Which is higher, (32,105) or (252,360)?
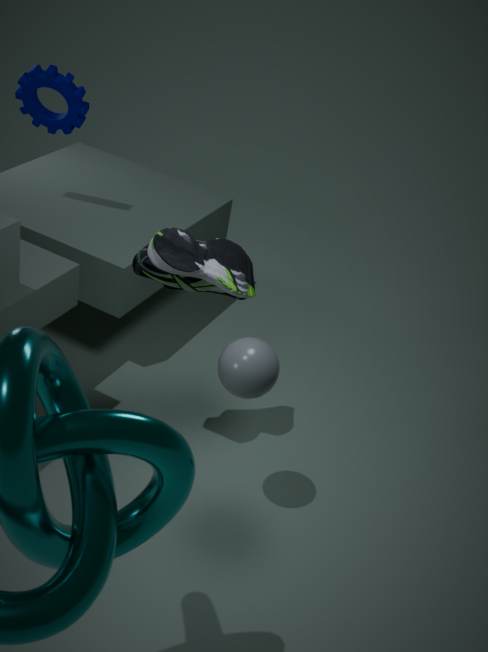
(32,105)
